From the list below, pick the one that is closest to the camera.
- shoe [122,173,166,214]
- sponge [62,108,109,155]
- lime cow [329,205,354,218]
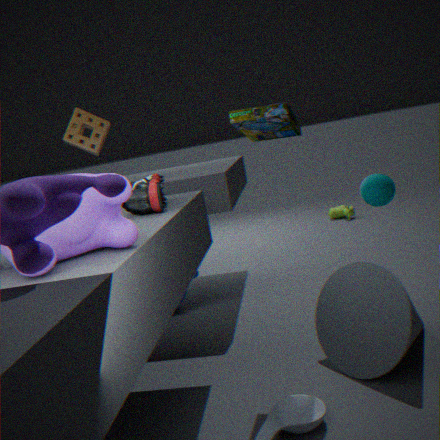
shoe [122,173,166,214]
